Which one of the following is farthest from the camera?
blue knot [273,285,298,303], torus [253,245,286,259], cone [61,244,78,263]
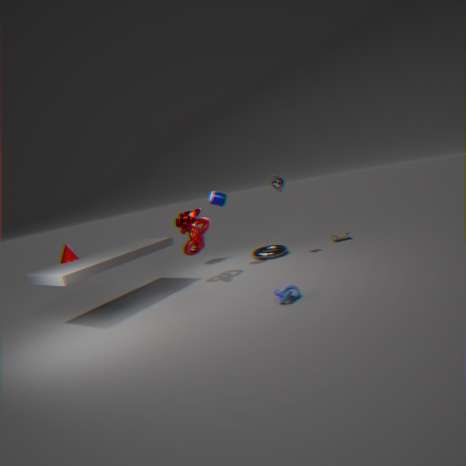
torus [253,245,286,259]
